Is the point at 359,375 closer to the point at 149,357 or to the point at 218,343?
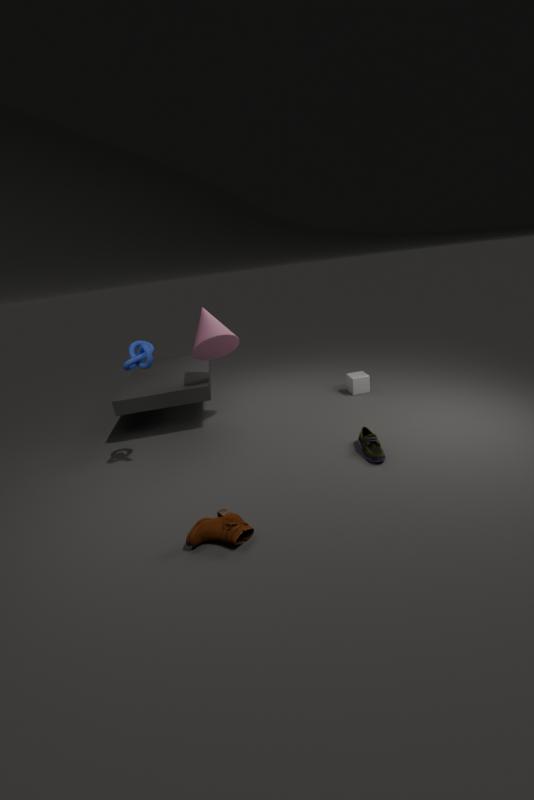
the point at 218,343
